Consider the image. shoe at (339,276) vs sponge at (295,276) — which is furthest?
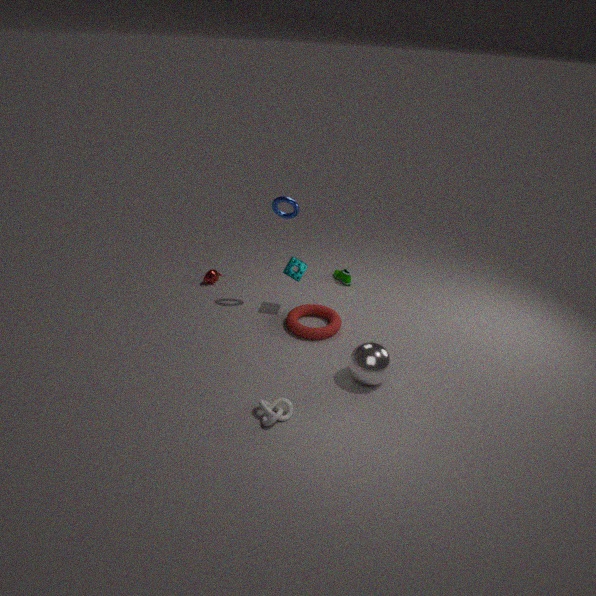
shoe at (339,276)
